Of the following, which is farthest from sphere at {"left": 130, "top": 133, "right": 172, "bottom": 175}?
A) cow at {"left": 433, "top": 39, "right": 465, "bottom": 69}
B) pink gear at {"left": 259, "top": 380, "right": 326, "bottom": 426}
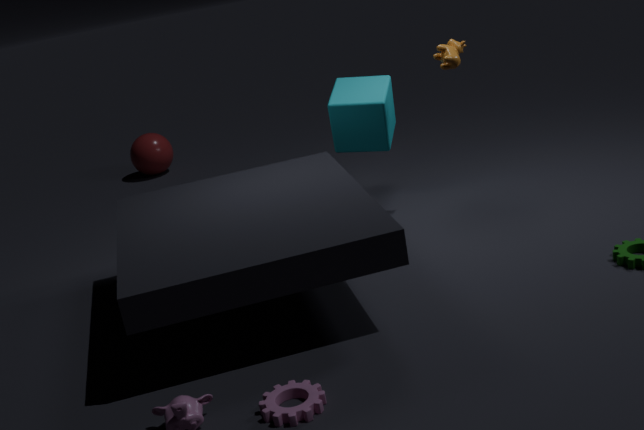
pink gear at {"left": 259, "top": 380, "right": 326, "bottom": 426}
